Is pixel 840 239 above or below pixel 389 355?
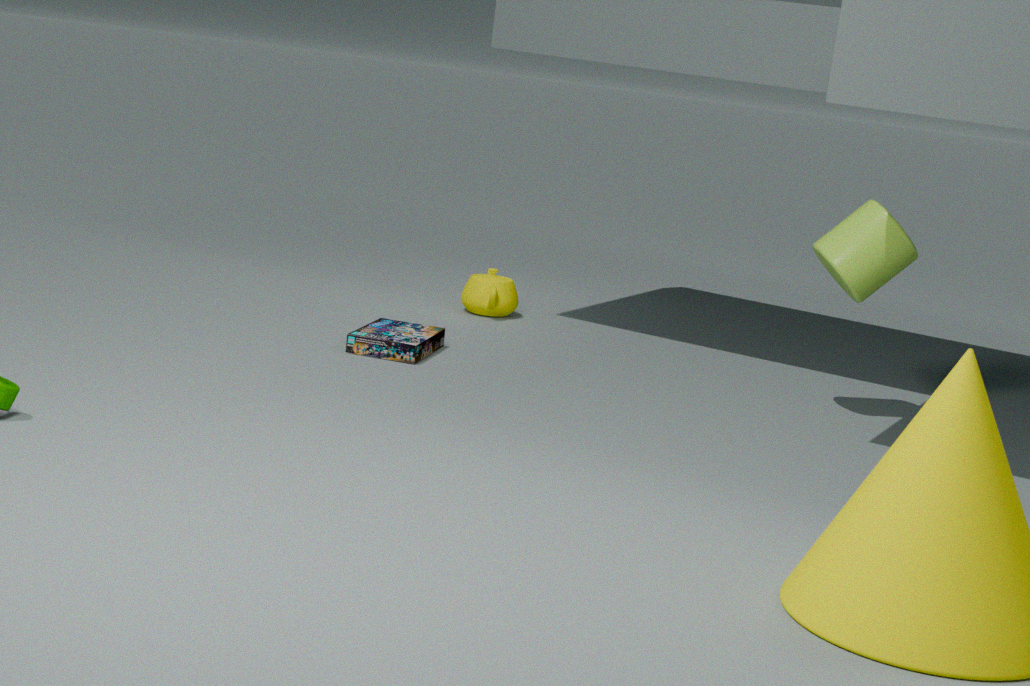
above
